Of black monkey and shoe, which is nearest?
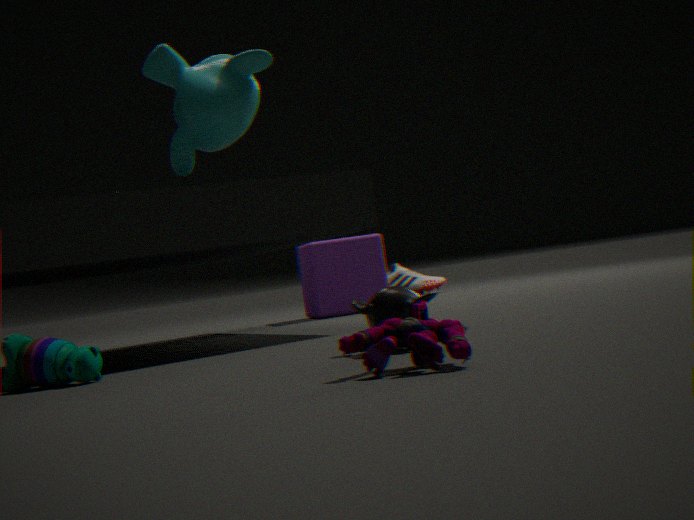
black monkey
